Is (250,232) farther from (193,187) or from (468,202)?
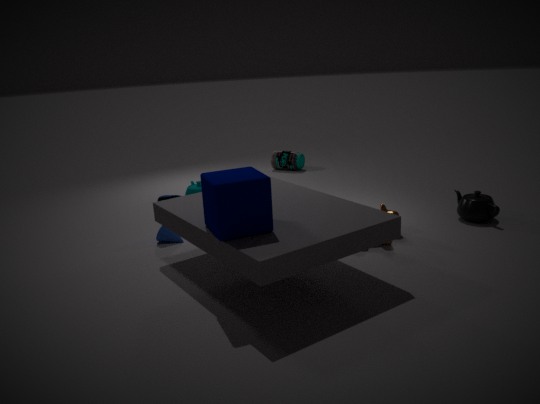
(468,202)
